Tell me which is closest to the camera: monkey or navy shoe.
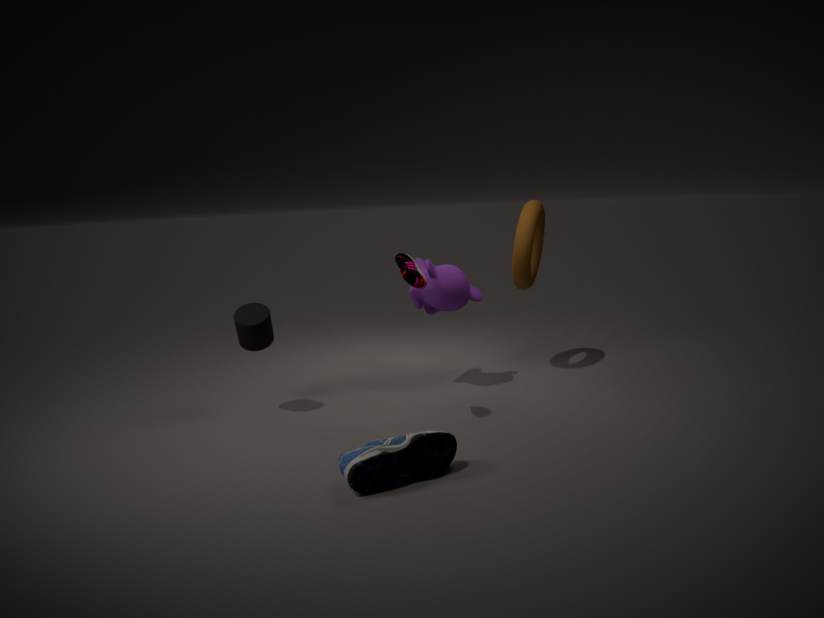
navy shoe
